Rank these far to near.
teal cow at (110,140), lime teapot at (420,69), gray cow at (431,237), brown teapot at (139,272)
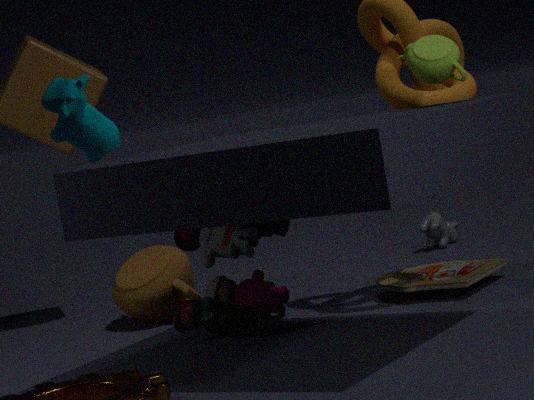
gray cow at (431,237) < brown teapot at (139,272) < lime teapot at (420,69) < teal cow at (110,140)
